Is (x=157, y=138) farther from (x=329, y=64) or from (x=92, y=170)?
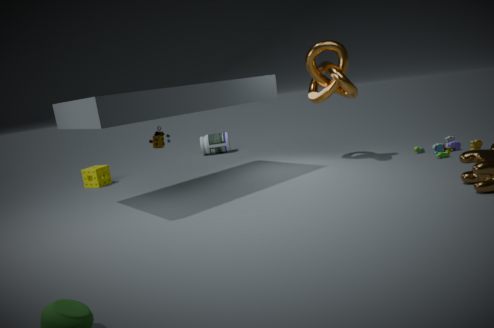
(x=329, y=64)
